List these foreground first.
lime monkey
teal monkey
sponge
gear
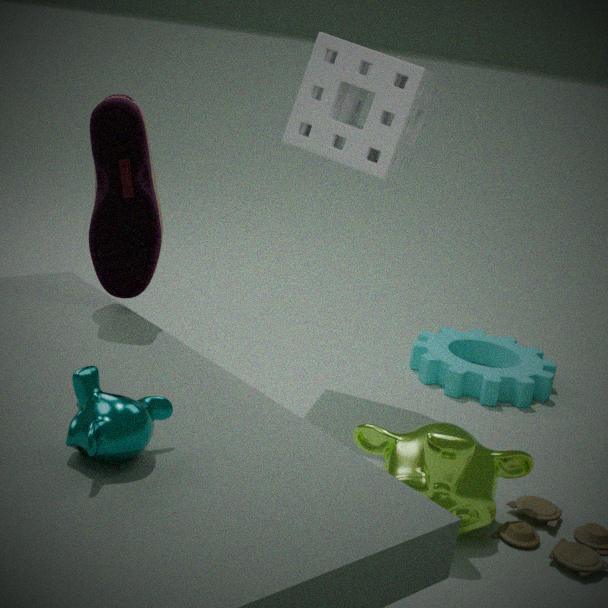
1. teal monkey
2. lime monkey
3. sponge
4. gear
